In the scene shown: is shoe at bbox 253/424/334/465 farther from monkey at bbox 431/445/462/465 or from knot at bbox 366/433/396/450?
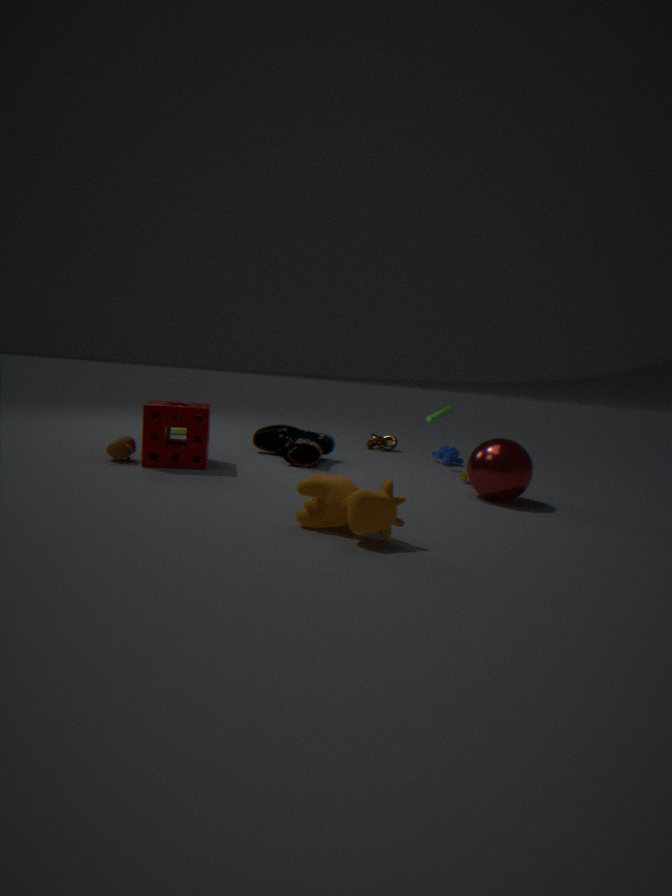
monkey at bbox 431/445/462/465
